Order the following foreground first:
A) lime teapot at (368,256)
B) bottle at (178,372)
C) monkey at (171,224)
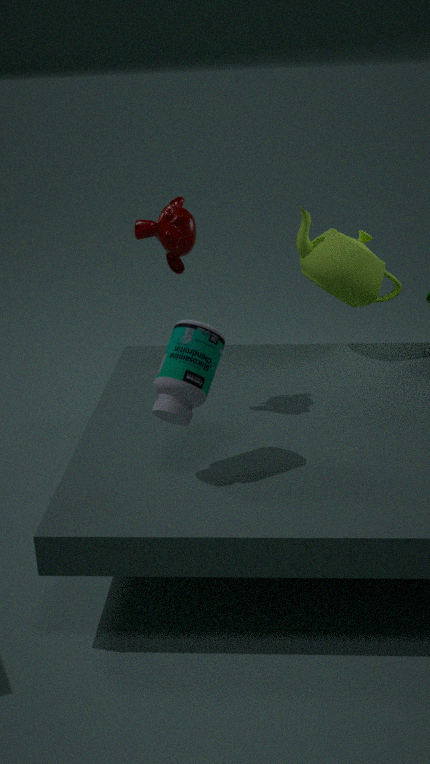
1. bottle at (178,372)
2. monkey at (171,224)
3. lime teapot at (368,256)
